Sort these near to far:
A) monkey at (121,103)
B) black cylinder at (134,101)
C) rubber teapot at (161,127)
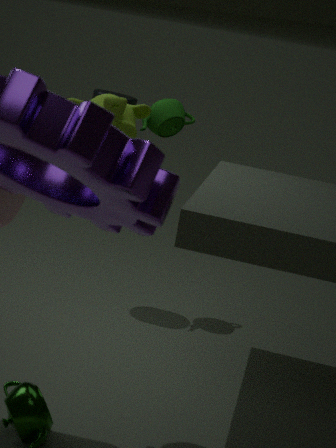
monkey at (121,103), black cylinder at (134,101), rubber teapot at (161,127)
